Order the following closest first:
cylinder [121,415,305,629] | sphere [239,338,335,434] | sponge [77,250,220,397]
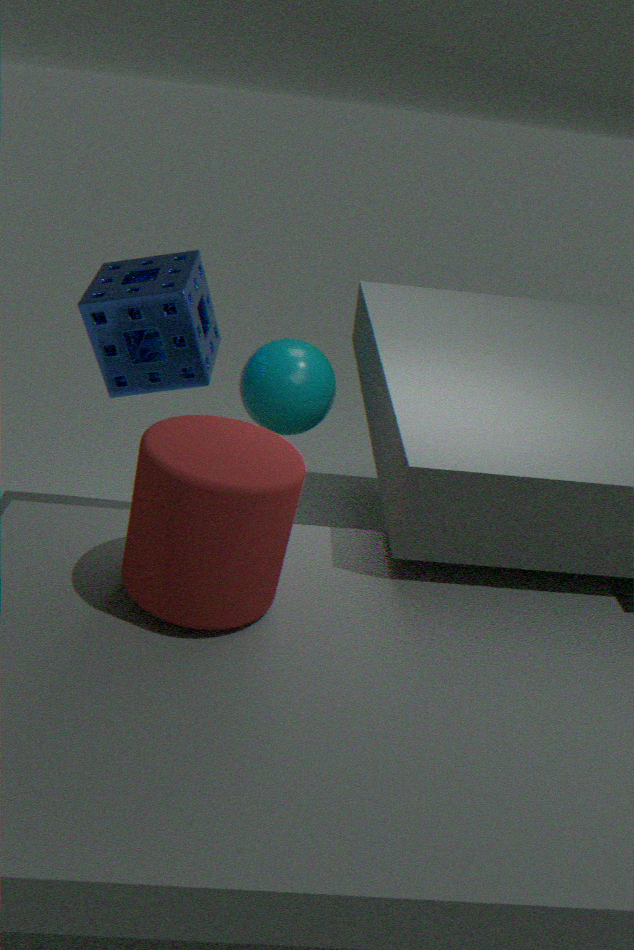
cylinder [121,415,305,629] → sponge [77,250,220,397] → sphere [239,338,335,434]
